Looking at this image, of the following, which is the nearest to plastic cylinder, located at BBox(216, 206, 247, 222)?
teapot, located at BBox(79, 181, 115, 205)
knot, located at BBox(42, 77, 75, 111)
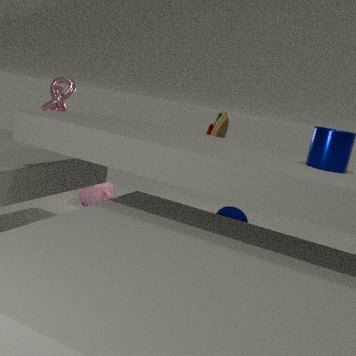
knot, located at BBox(42, 77, 75, 111)
